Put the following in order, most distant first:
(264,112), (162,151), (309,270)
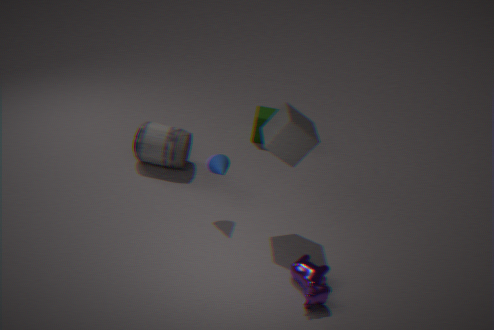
(264,112) < (162,151) < (309,270)
